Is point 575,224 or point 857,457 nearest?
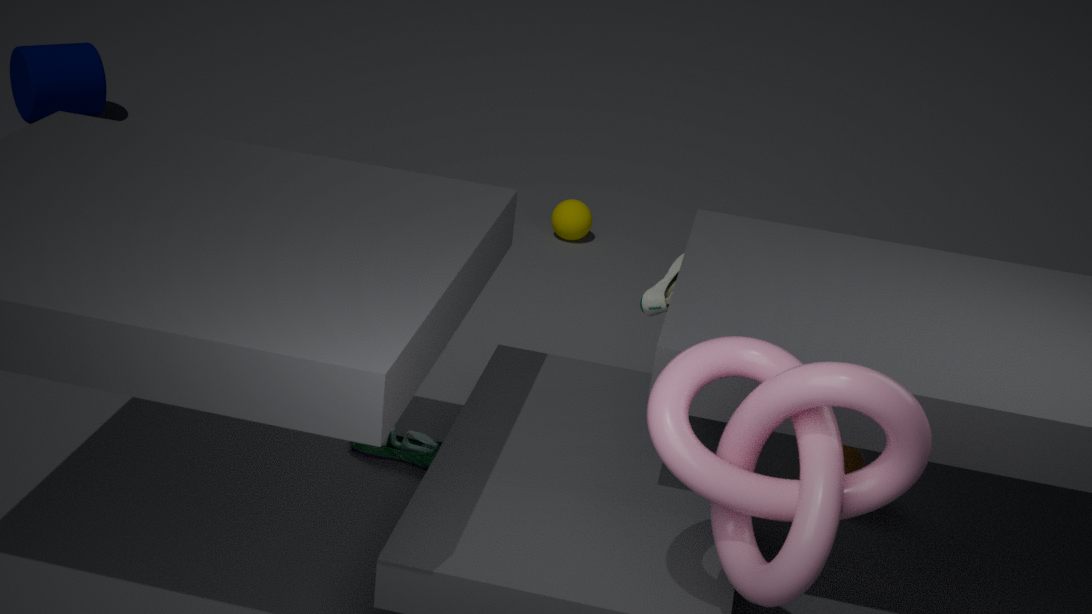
point 857,457
